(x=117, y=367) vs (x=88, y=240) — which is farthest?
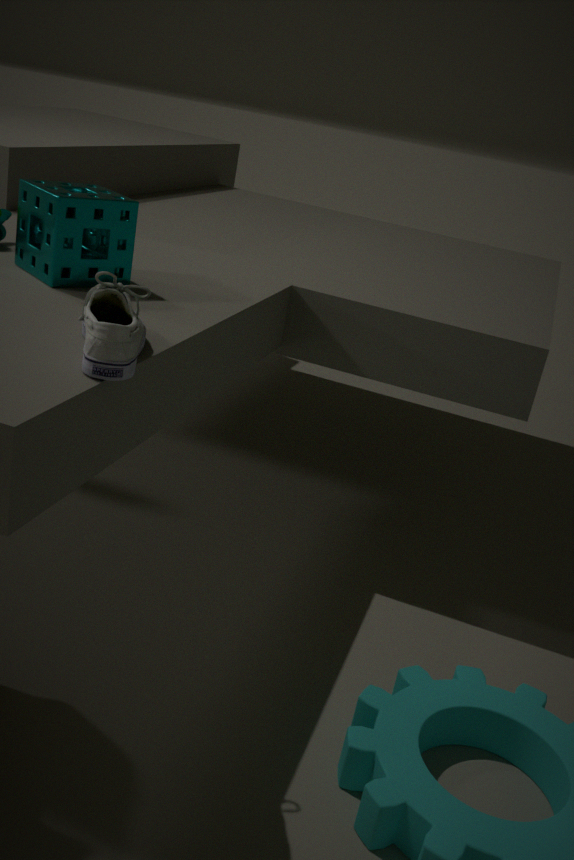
(x=88, y=240)
